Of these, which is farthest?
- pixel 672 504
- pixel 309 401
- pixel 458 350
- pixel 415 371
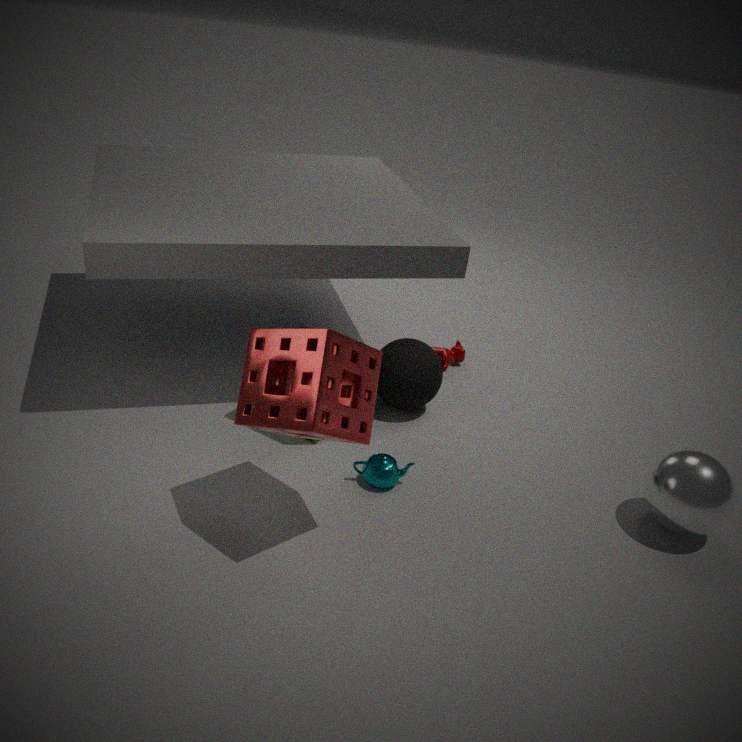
pixel 458 350
